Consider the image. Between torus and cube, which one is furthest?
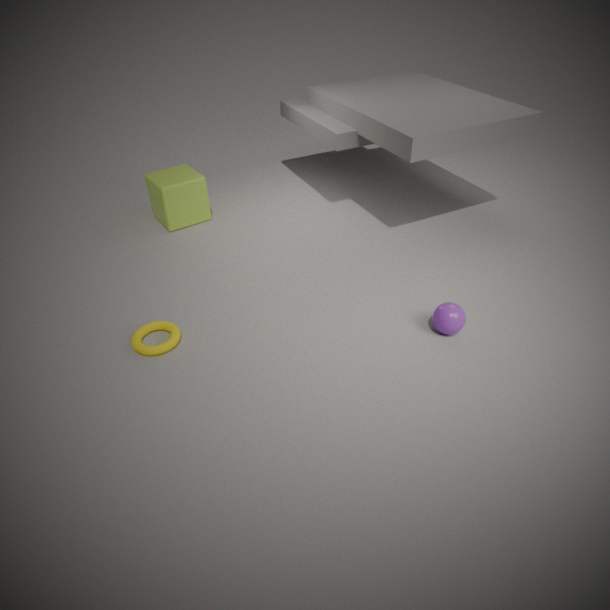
cube
